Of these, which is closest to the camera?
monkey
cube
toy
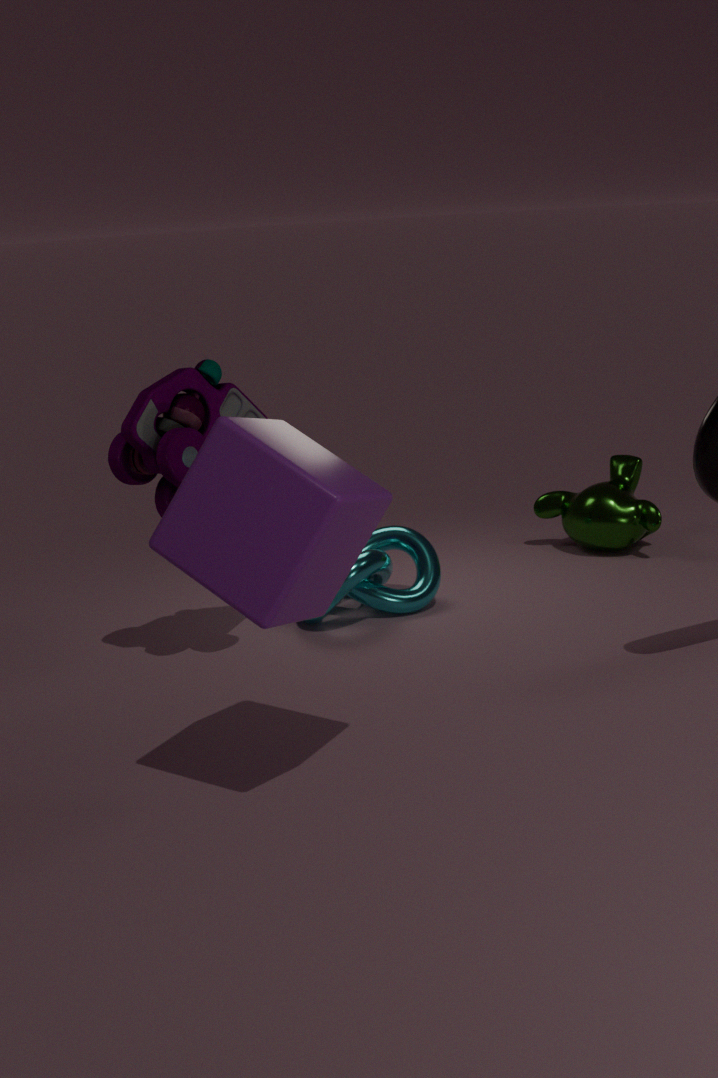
cube
